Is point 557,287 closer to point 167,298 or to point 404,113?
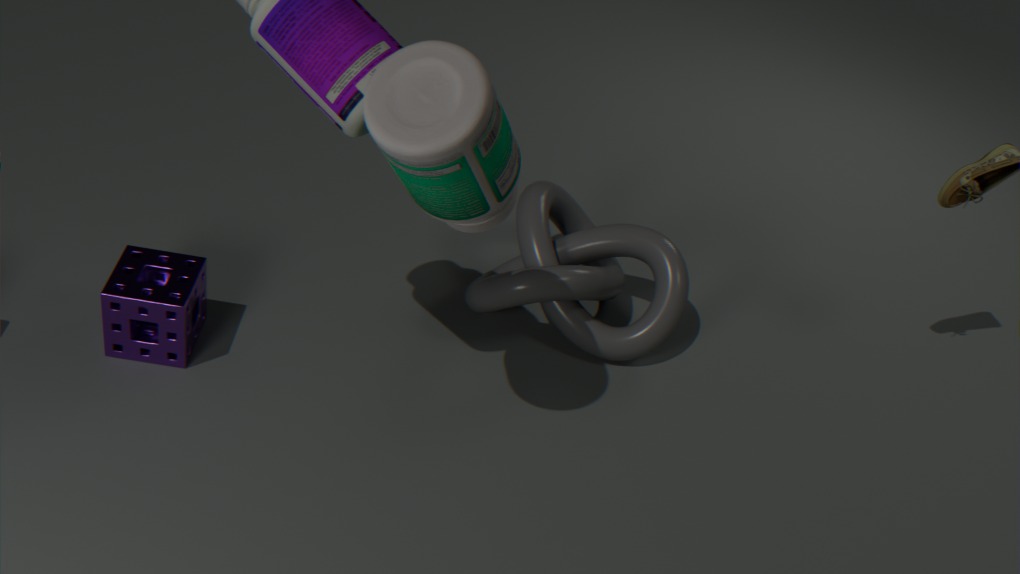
point 404,113
